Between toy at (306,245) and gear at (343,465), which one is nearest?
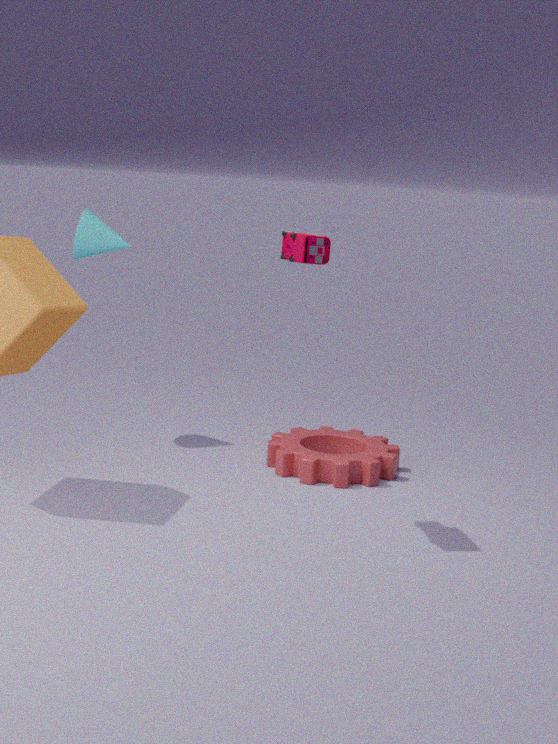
toy at (306,245)
